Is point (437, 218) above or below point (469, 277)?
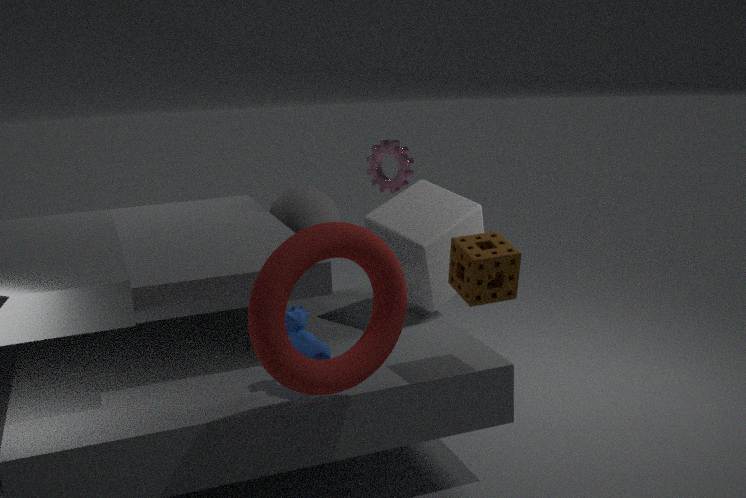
below
